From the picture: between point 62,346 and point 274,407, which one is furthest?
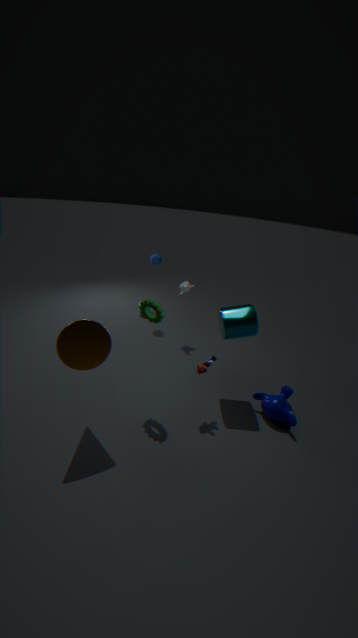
point 274,407
